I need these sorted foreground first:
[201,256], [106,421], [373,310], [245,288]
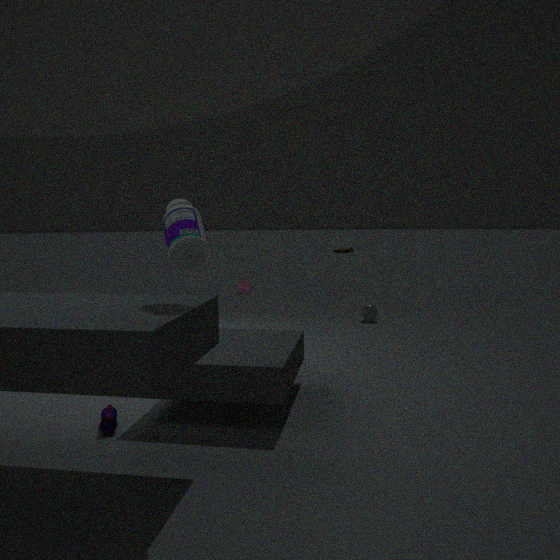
[201,256] → [106,421] → [373,310] → [245,288]
